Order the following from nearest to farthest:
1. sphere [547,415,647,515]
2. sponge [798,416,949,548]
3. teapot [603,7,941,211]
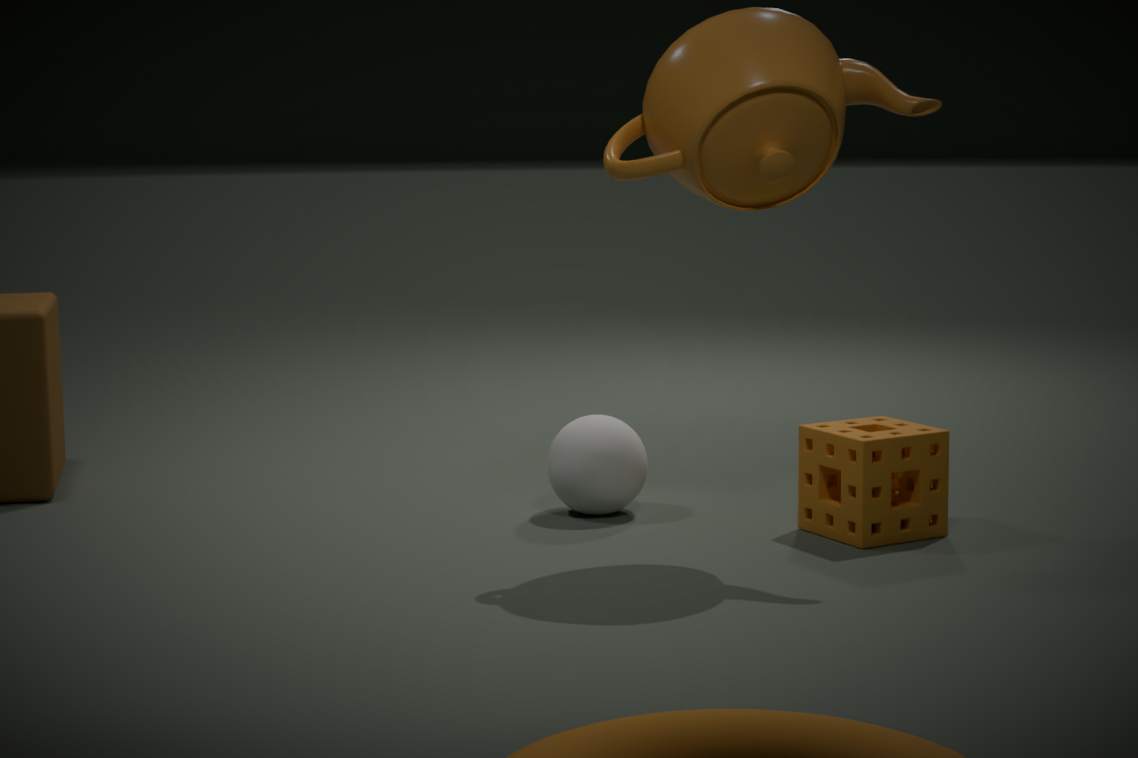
teapot [603,7,941,211]
sponge [798,416,949,548]
sphere [547,415,647,515]
